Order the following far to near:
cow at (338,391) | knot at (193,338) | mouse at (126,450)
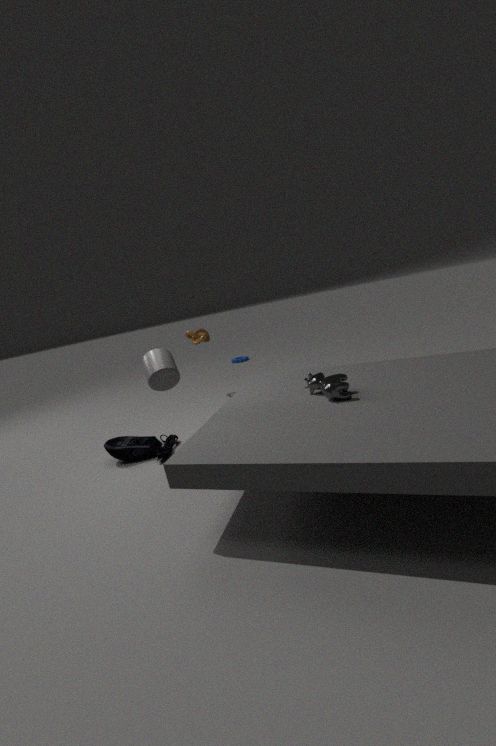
1. knot at (193,338)
2. mouse at (126,450)
3. cow at (338,391)
